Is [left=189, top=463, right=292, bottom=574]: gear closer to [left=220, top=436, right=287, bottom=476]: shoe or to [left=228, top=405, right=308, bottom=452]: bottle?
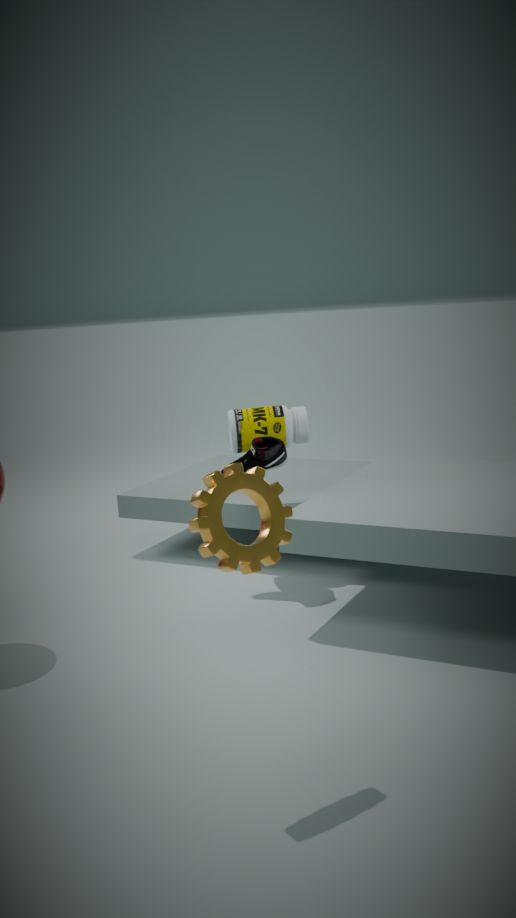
[left=220, top=436, right=287, bottom=476]: shoe
